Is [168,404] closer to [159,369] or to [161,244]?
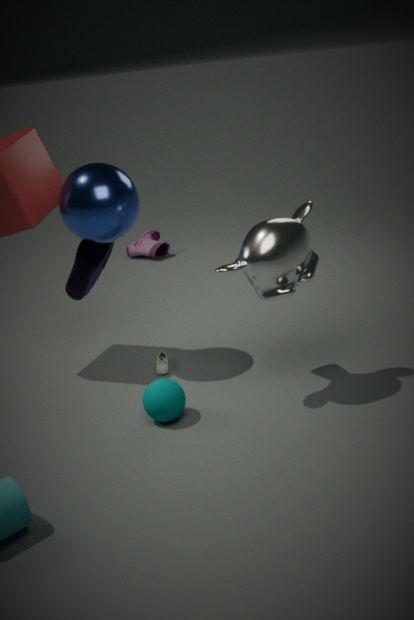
[159,369]
